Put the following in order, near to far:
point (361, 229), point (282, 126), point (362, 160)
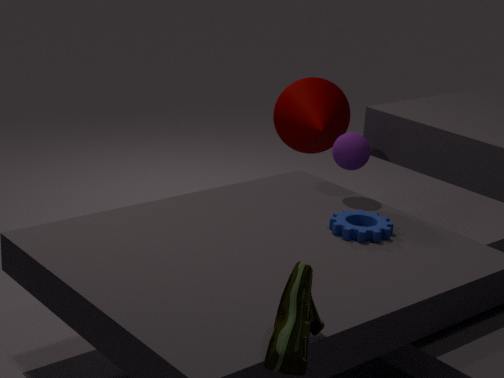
point (361, 229)
point (362, 160)
point (282, 126)
